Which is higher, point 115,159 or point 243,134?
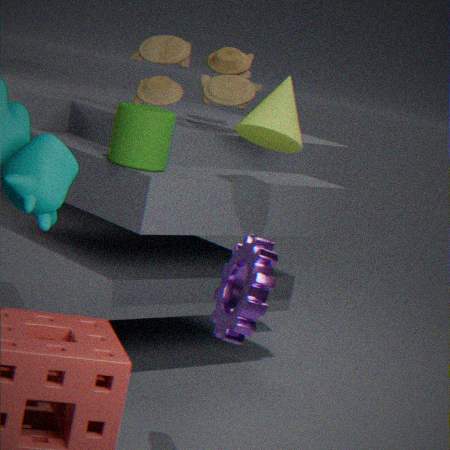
point 243,134
